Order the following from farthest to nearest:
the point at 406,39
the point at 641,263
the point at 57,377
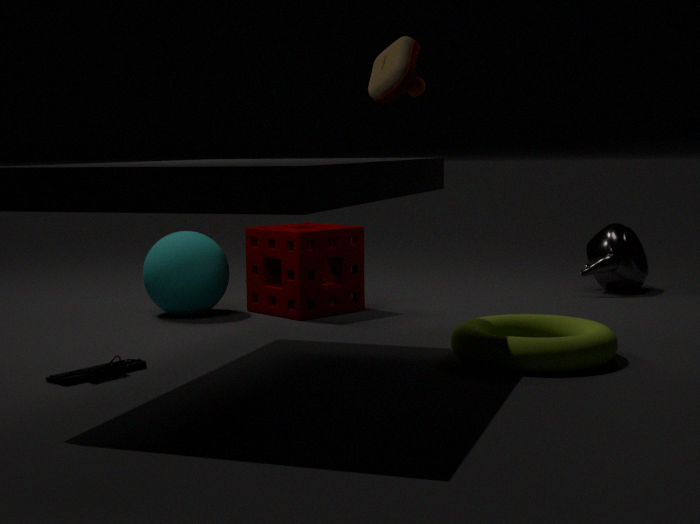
1. the point at 641,263
2. the point at 406,39
3. the point at 57,377
